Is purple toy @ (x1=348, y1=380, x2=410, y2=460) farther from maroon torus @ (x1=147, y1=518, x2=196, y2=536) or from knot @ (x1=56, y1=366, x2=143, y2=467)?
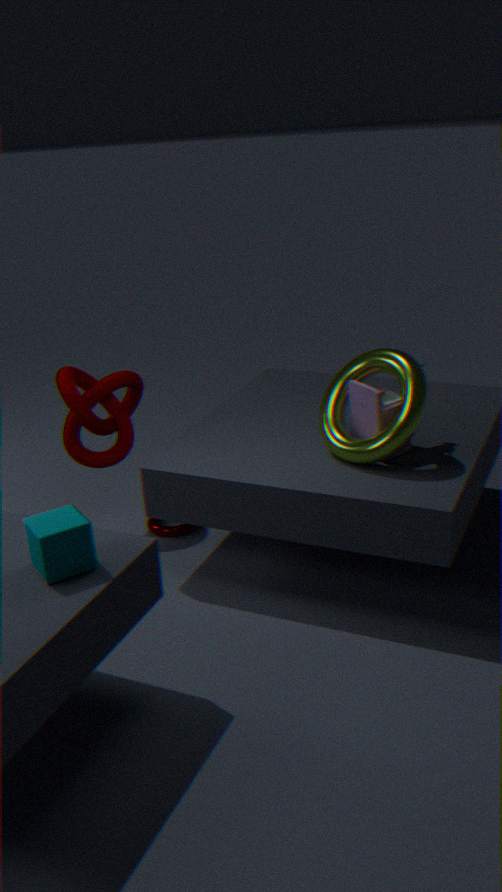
knot @ (x1=56, y1=366, x2=143, y2=467)
